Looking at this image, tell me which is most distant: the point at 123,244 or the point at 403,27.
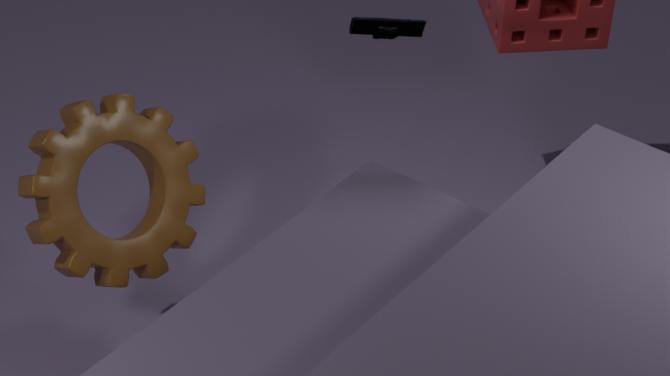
the point at 123,244
